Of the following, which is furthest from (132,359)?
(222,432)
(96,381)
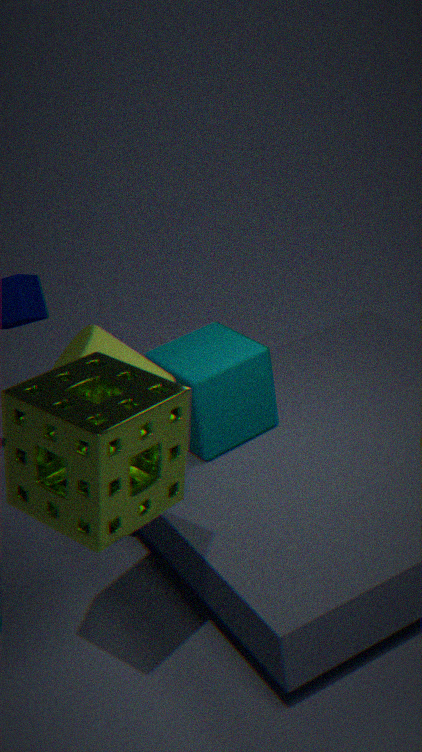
(96,381)
